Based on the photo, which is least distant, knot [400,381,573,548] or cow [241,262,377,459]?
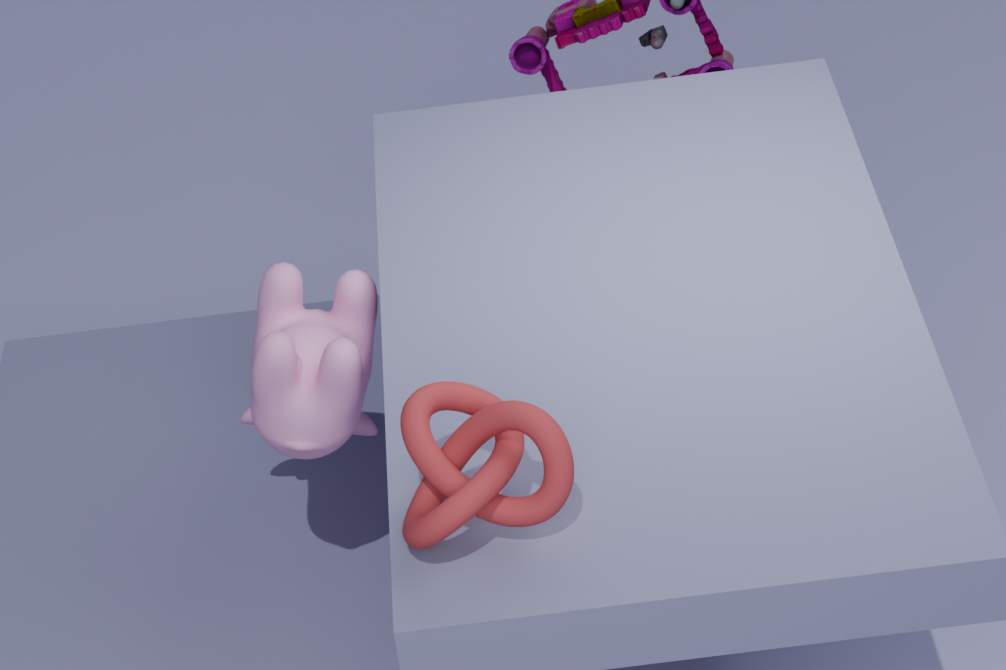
knot [400,381,573,548]
